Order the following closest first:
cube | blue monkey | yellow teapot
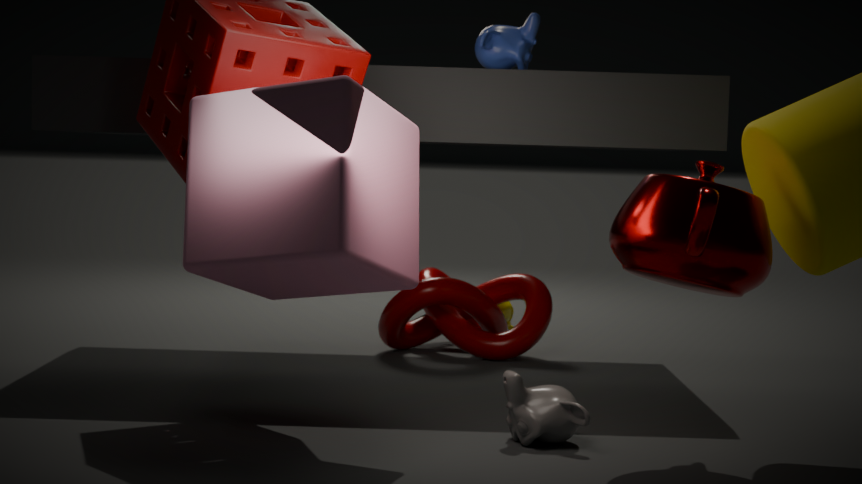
1. cube
2. blue monkey
3. yellow teapot
